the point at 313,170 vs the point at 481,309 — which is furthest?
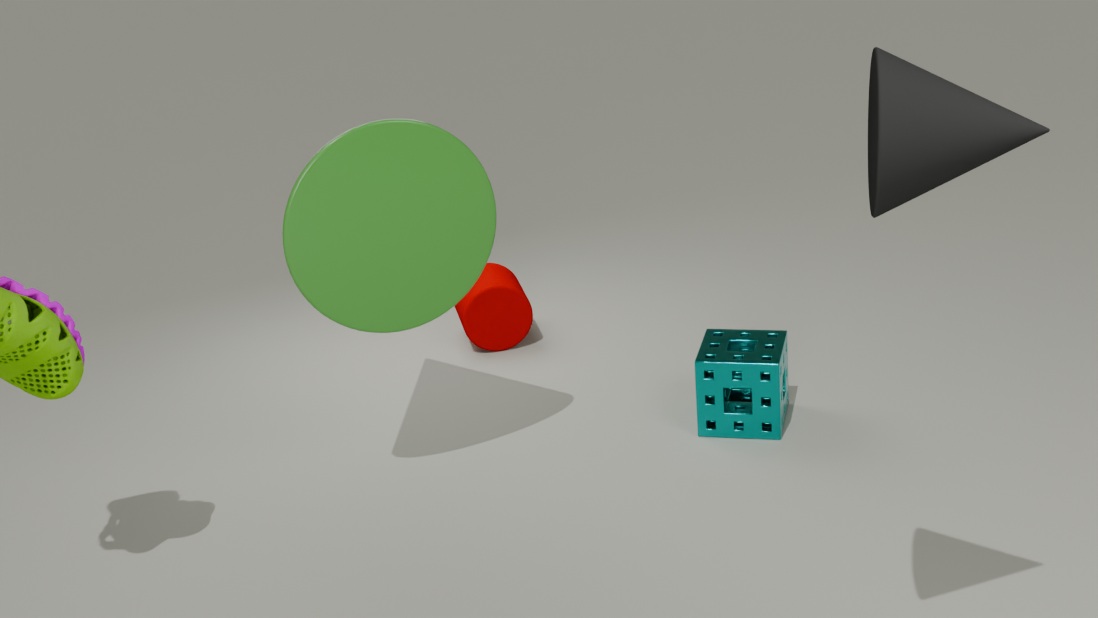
the point at 481,309
